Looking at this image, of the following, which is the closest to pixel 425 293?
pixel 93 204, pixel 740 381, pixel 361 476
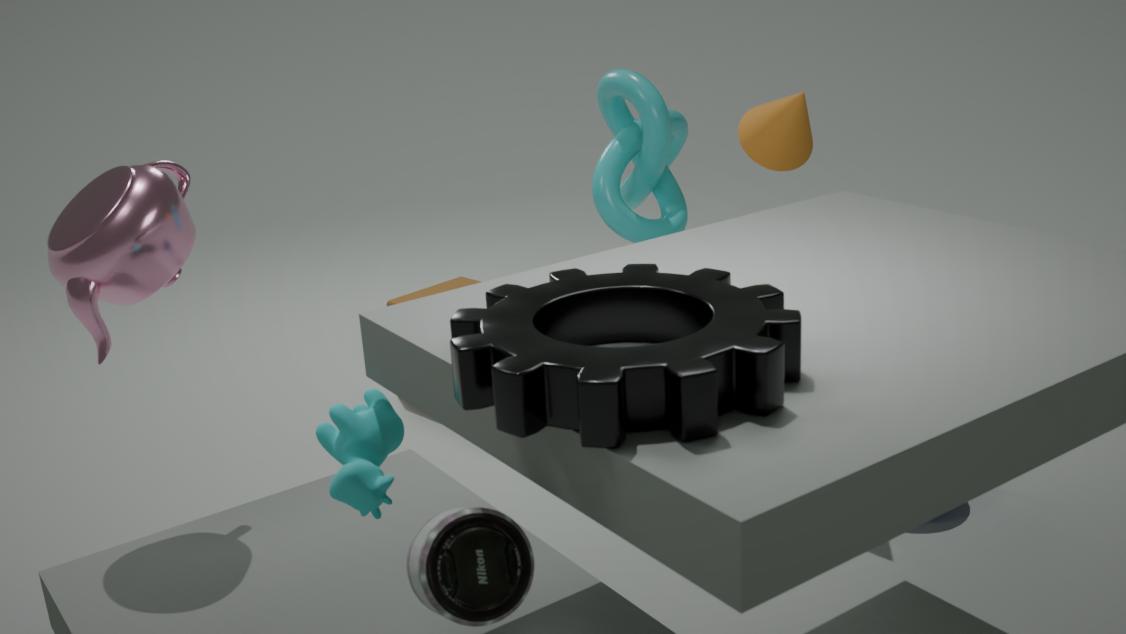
pixel 93 204
